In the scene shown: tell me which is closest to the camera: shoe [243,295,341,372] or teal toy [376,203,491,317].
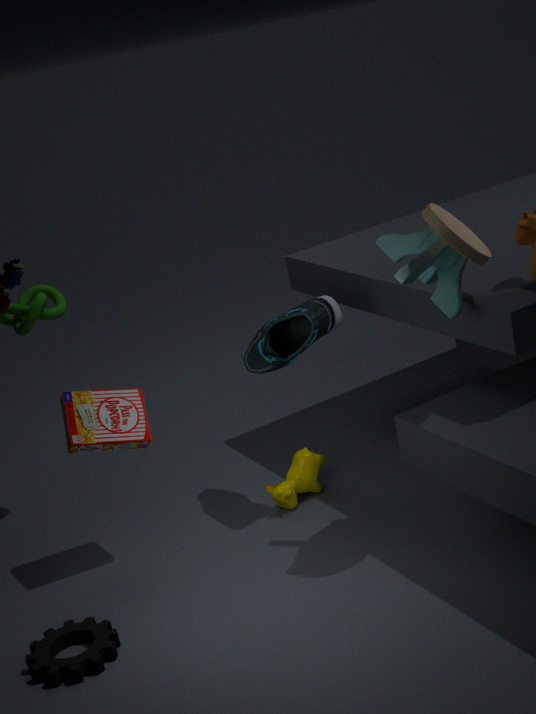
teal toy [376,203,491,317]
